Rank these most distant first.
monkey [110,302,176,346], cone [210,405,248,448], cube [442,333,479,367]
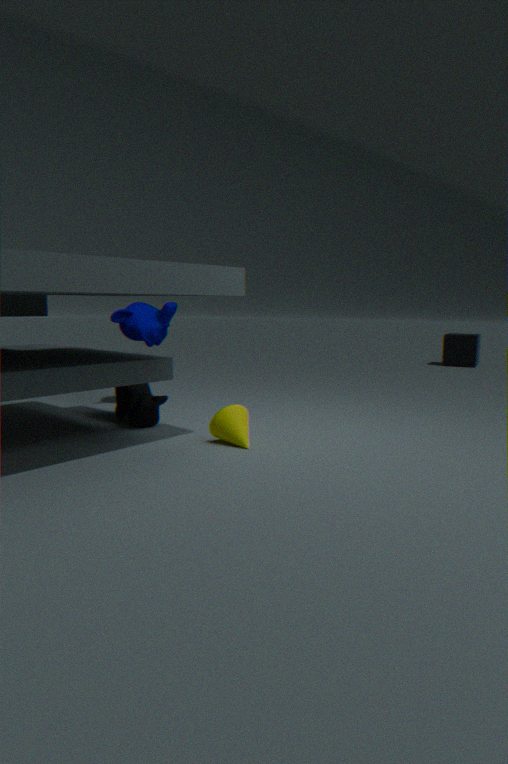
cube [442,333,479,367] → monkey [110,302,176,346] → cone [210,405,248,448]
